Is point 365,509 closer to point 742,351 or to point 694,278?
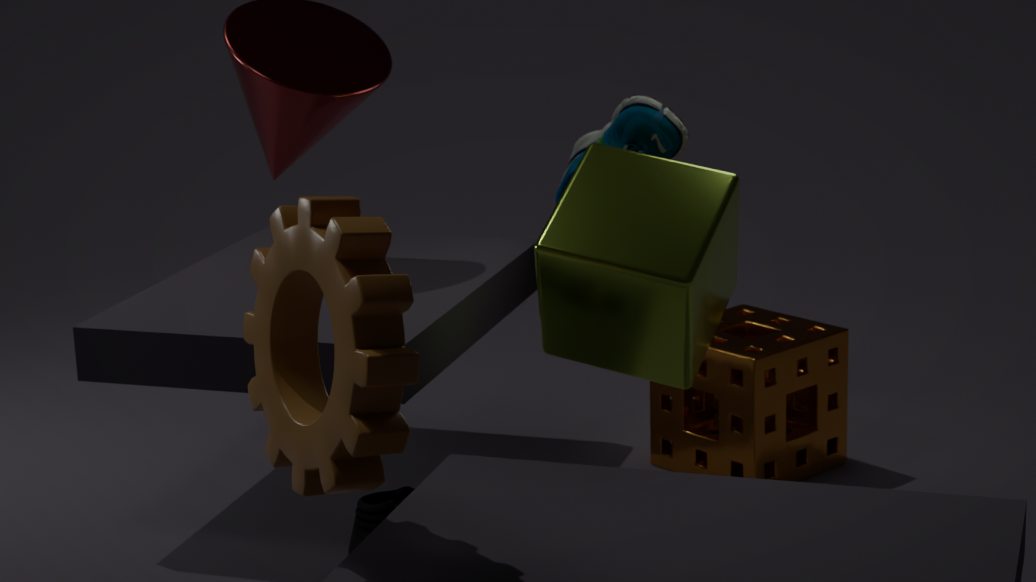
point 694,278
